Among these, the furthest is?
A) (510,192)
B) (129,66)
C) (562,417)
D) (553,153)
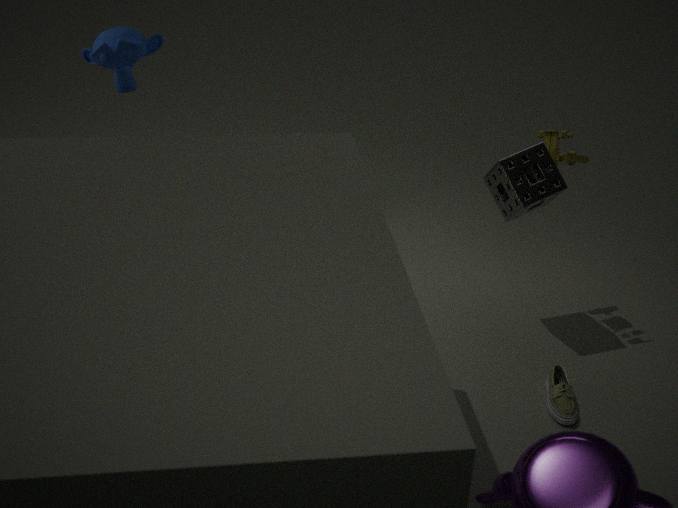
(553,153)
